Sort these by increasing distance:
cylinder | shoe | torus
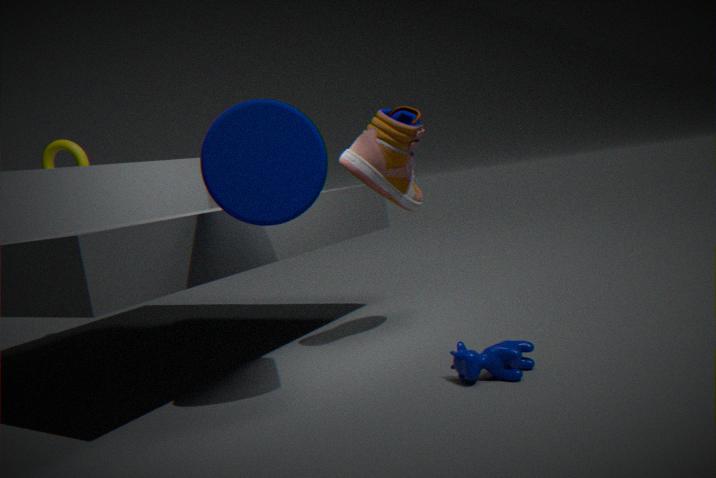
1. cylinder
2. shoe
3. torus
